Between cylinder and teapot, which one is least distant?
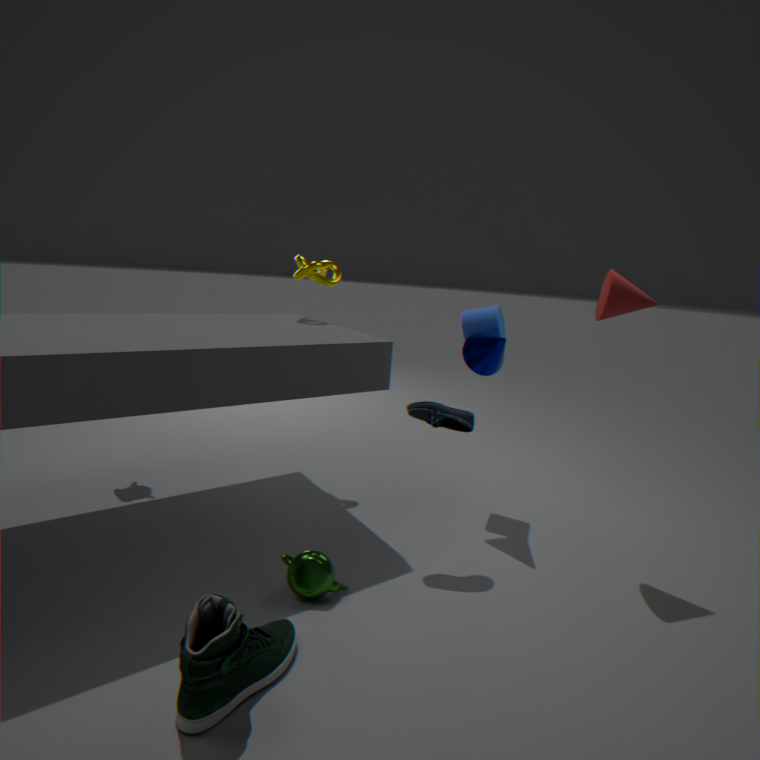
teapot
